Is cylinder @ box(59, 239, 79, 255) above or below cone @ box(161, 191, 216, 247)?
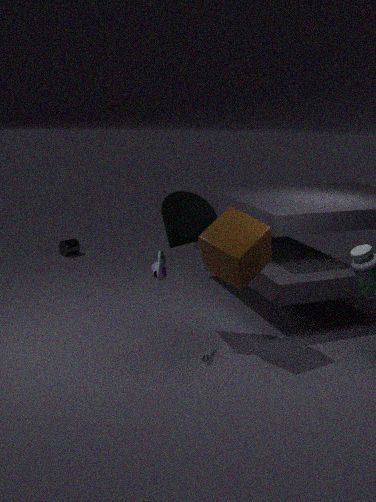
below
